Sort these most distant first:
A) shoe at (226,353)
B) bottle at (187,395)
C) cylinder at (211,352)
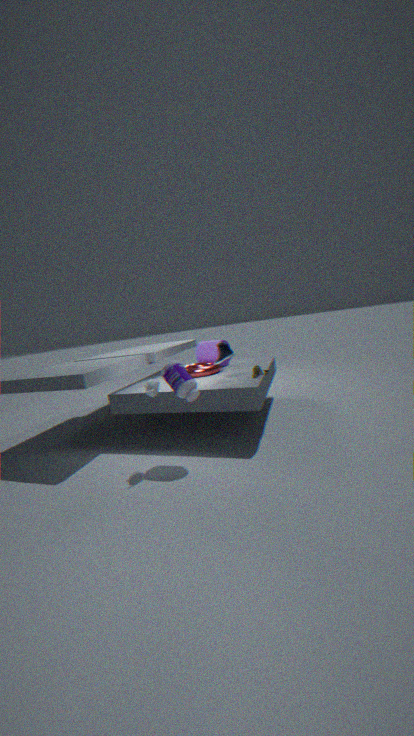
1. cylinder at (211,352)
2. shoe at (226,353)
3. bottle at (187,395)
